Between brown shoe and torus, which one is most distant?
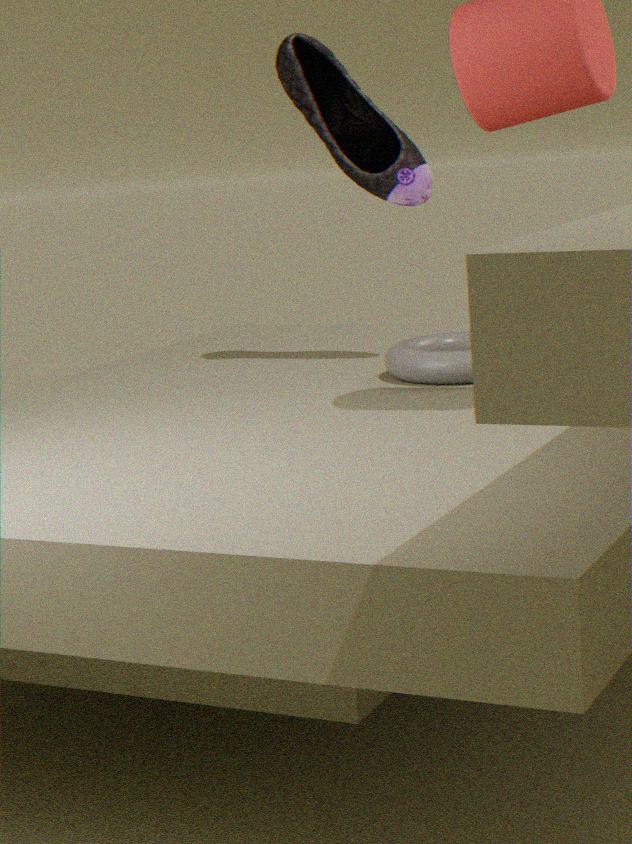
brown shoe
